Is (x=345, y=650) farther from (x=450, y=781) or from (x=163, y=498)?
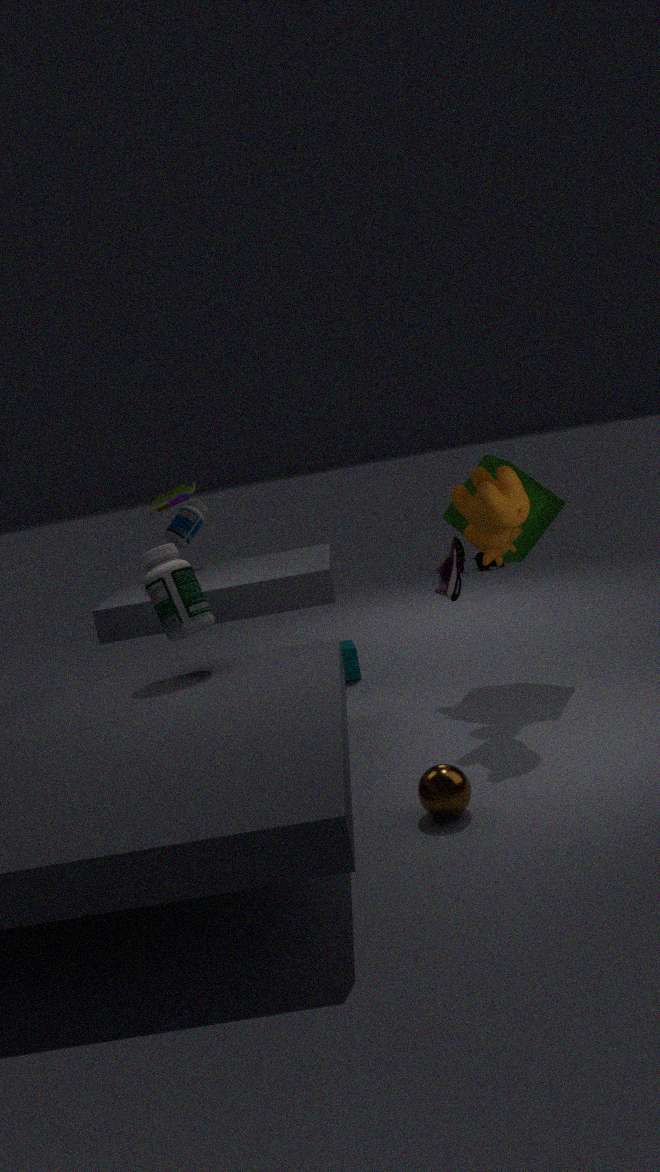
(x=450, y=781)
